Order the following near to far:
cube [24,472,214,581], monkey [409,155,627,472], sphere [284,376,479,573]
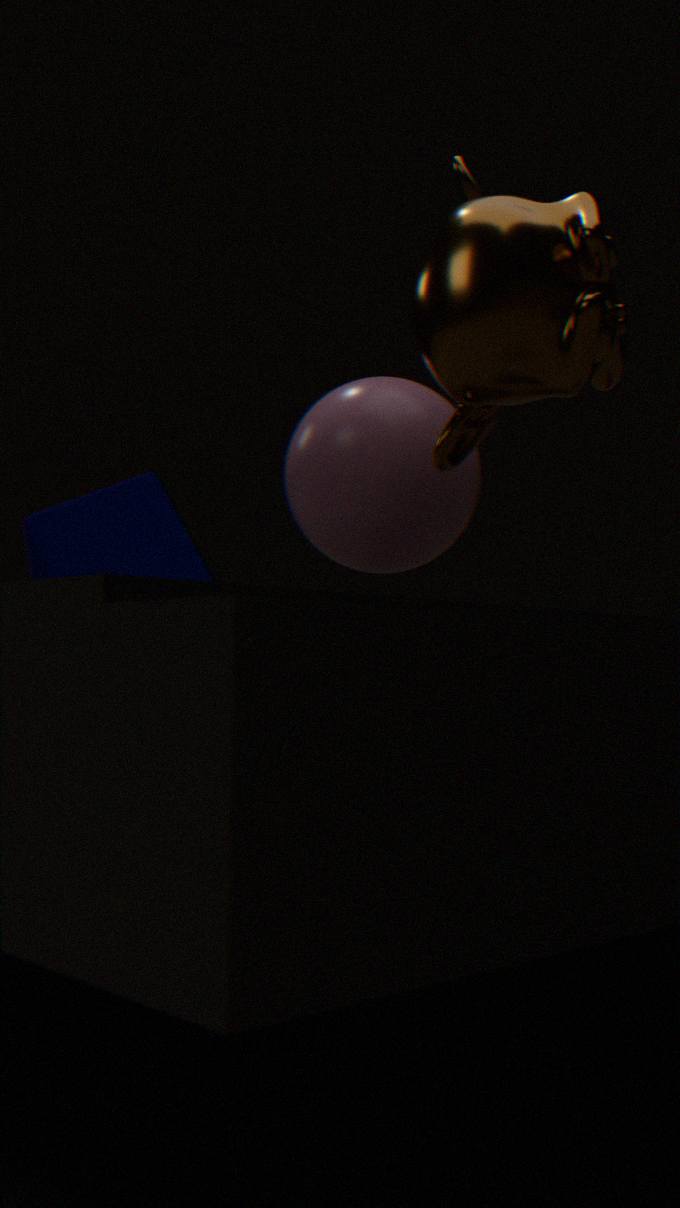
monkey [409,155,627,472] < sphere [284,376,479,573] < cube [24,472,214,581]
